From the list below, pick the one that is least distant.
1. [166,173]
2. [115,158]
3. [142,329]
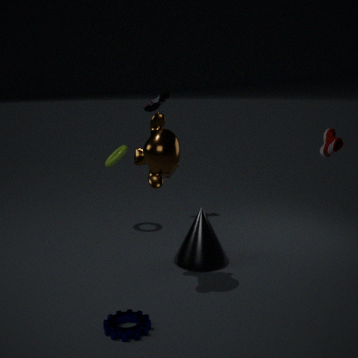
[142,329]
